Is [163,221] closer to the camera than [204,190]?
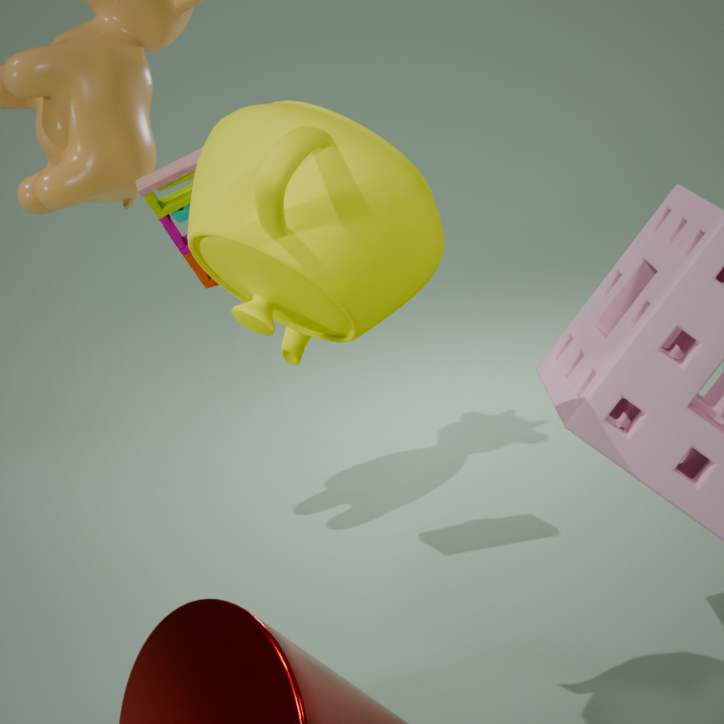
No
